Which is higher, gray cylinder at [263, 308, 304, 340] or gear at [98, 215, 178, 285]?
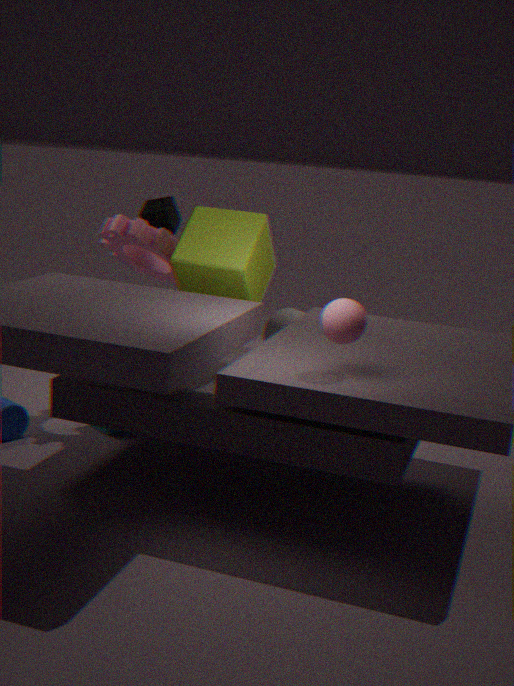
gear at [98, 215, 178, 285]
